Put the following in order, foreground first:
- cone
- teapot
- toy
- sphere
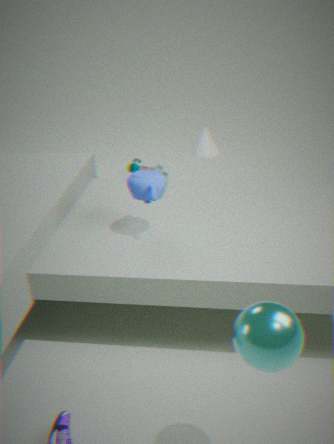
sphere
teapot
toy
cone
